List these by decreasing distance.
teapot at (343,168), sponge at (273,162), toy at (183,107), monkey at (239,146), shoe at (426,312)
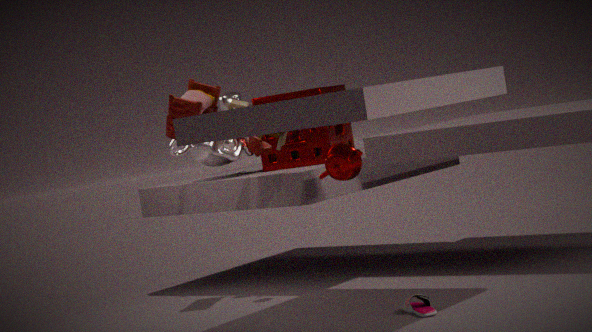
monkey at (239,146) → sponge at (273,162) → toy at (183,107) → teapot at (343,168) → shoe at (426,312)
